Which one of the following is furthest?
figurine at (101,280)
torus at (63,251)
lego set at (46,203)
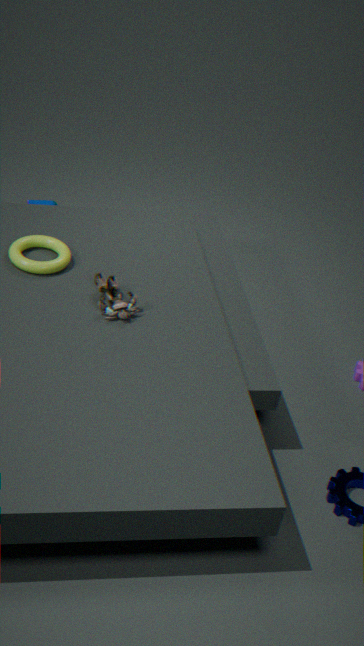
lego set at (46,203)
